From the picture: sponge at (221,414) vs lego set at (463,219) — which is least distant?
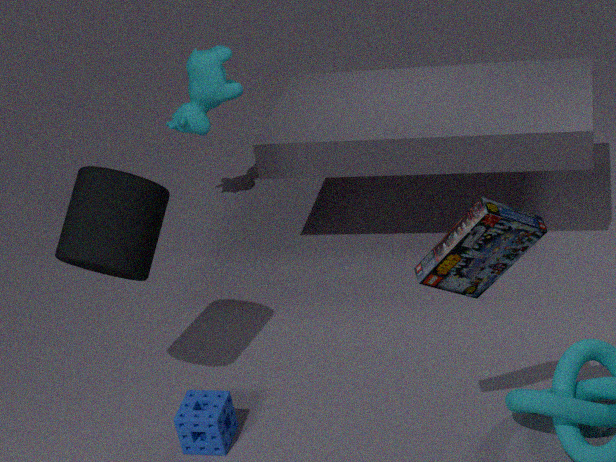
lego set at (463,219)
